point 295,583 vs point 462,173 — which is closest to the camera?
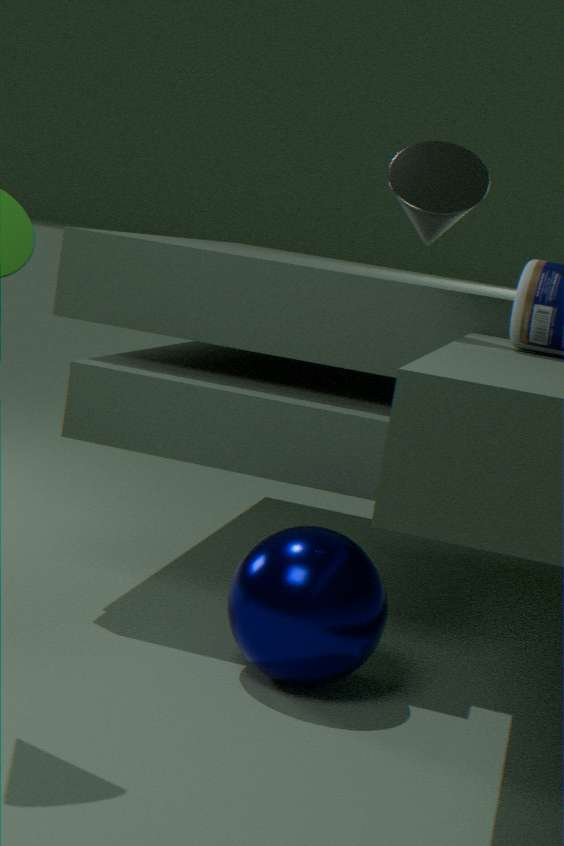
point 295,583
